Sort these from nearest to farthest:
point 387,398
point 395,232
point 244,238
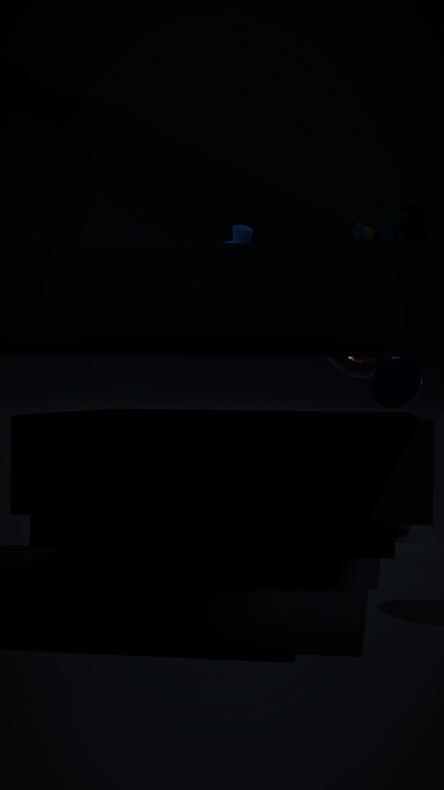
1. point 395,232
2. point 244,238
3. point 387,398
